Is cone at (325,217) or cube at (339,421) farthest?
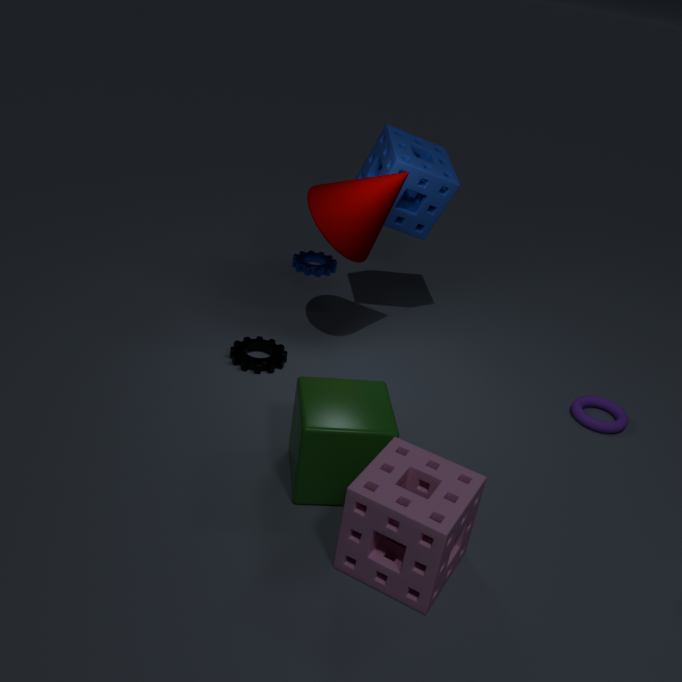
cone at (325,217)
